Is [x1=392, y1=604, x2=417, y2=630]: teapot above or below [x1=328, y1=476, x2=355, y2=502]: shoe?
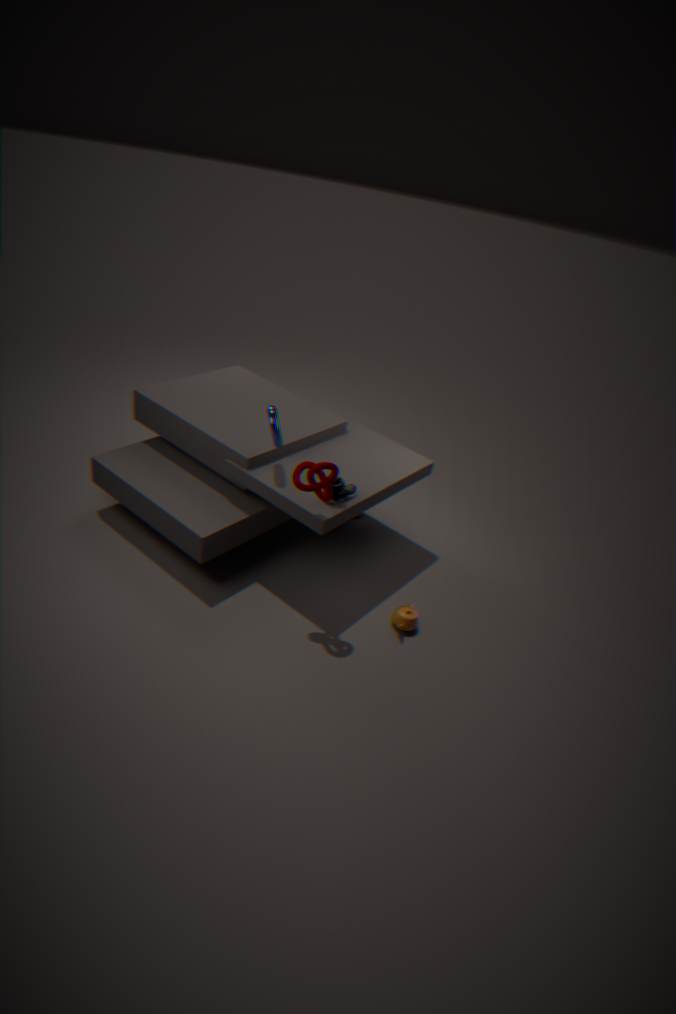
below
